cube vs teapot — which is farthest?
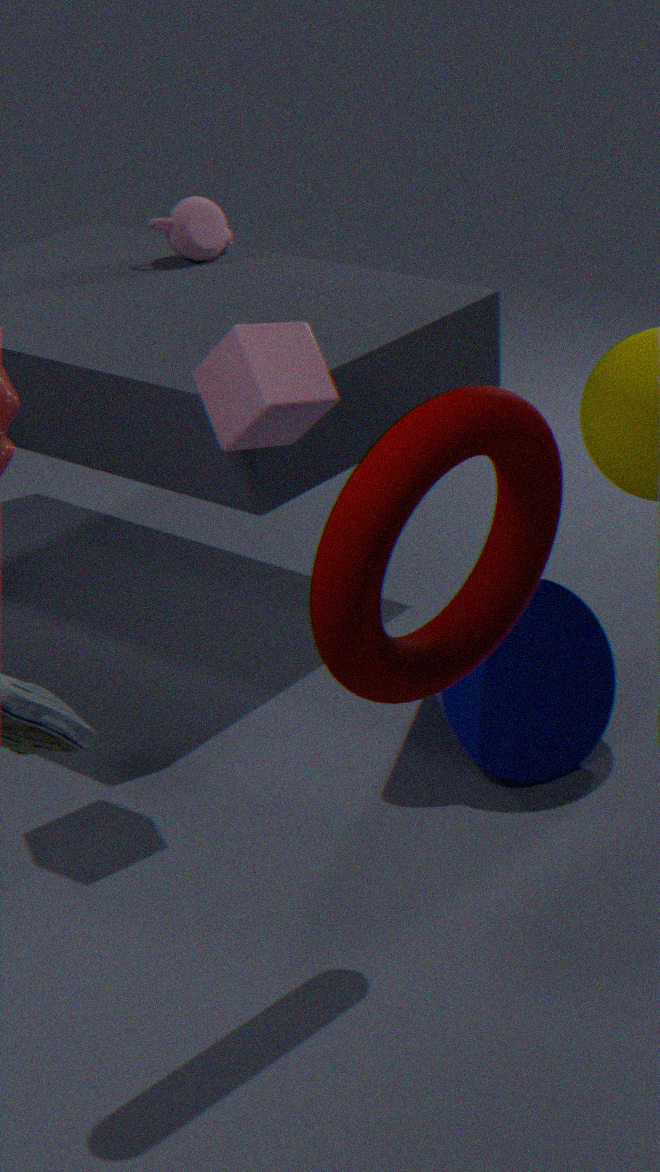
teapot
